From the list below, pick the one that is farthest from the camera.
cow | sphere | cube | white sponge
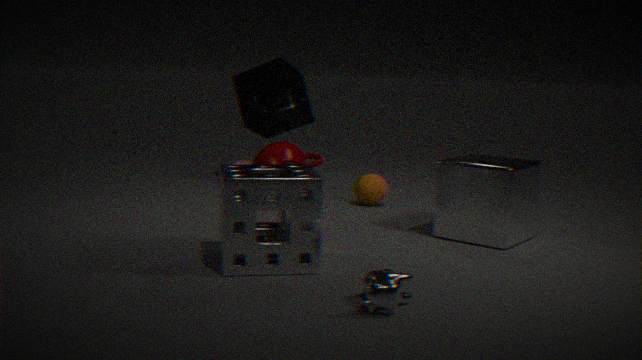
sphere
